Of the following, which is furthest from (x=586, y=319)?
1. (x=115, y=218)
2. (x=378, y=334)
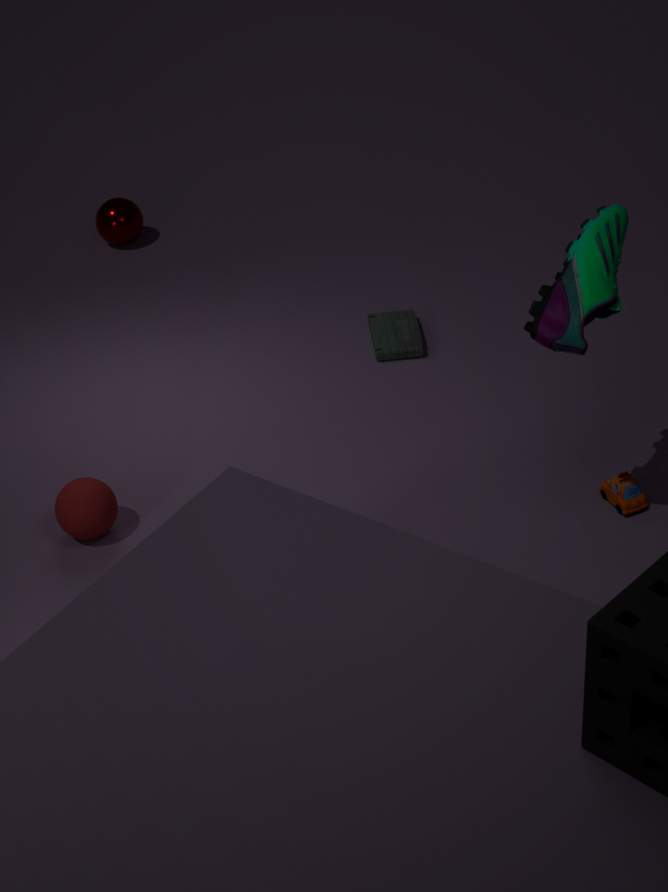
(x=115, y=218)
